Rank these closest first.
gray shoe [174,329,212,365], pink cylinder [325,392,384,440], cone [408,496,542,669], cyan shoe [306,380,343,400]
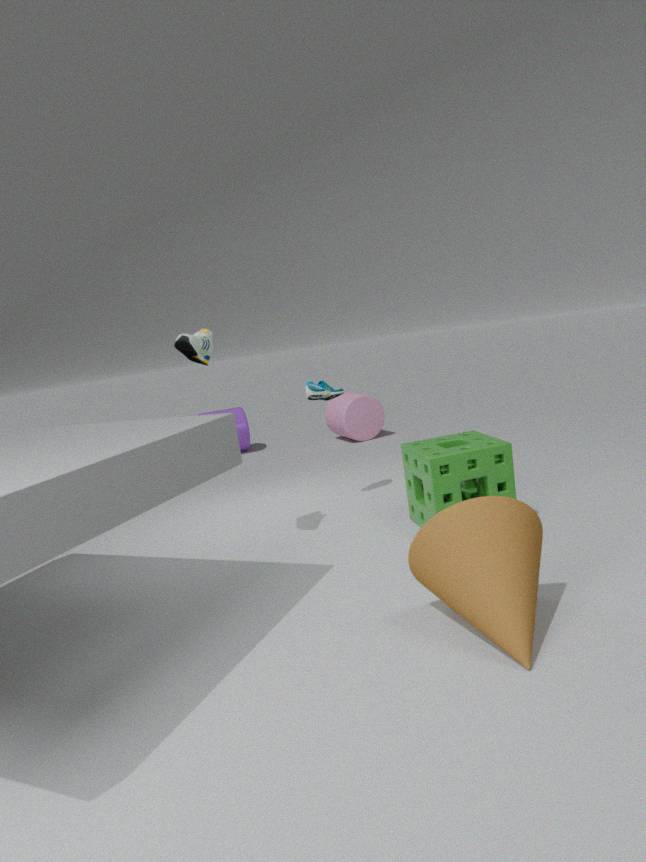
cone [408,496,542,669] < gray shoe [174,329,212,365] < cyan shoe [306,380,343,400] < pink cylinder [325,392,384,440]
